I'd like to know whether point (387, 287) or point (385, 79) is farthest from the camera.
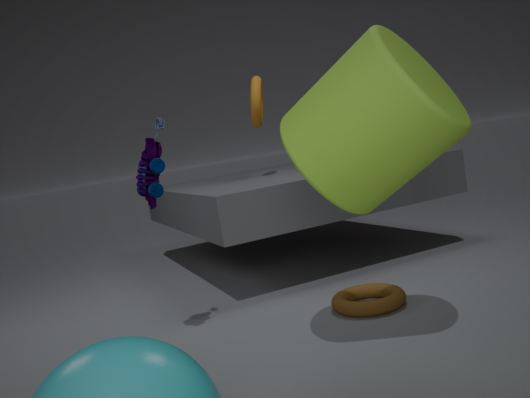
point (387, 287)
